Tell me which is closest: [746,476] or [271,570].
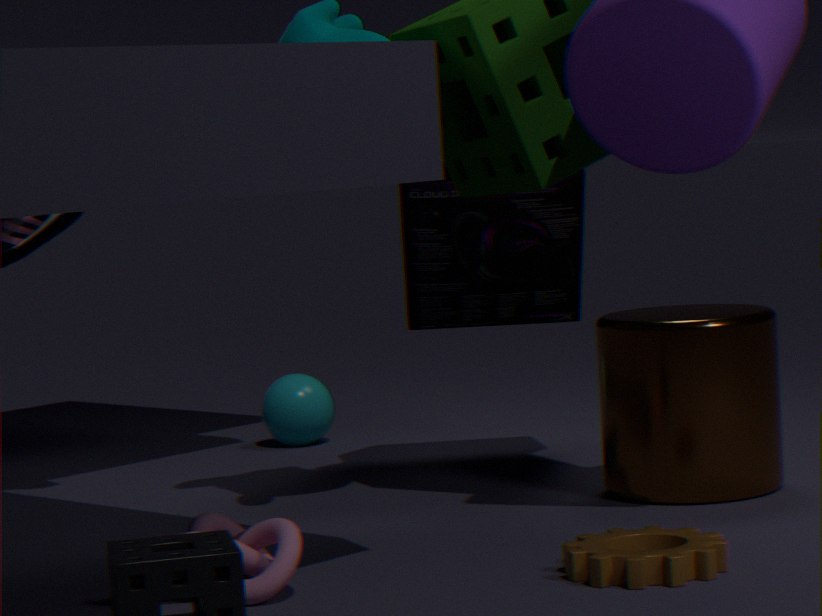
[271,570]
